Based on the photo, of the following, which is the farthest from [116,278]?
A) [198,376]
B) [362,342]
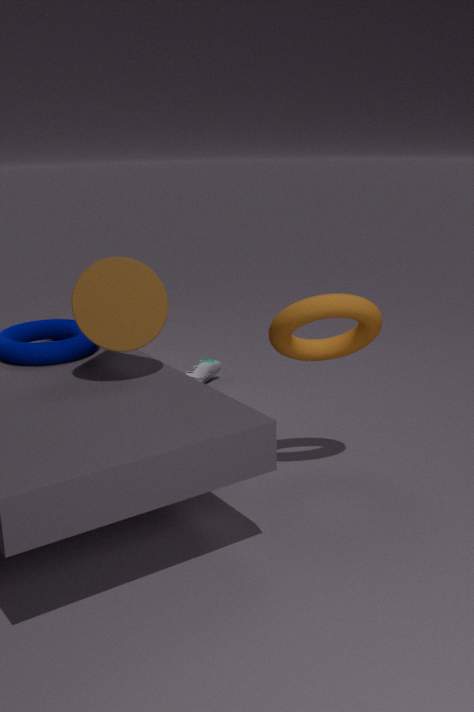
[198,376]
